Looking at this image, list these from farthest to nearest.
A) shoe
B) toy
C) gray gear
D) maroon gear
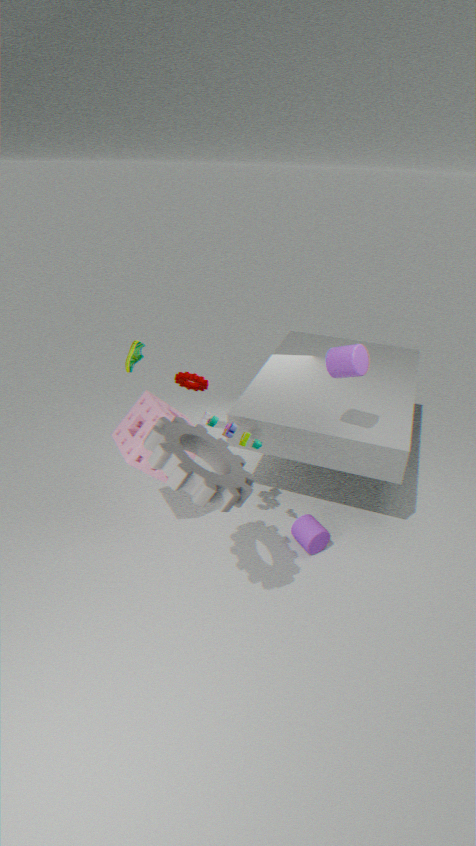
maroon gear < shoe < toy < gray gear
